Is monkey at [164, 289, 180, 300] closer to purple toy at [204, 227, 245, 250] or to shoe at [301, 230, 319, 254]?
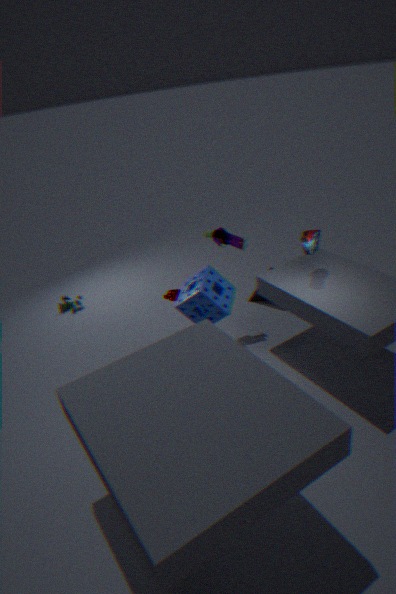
purple toy at [204, 227, 245, 250]
